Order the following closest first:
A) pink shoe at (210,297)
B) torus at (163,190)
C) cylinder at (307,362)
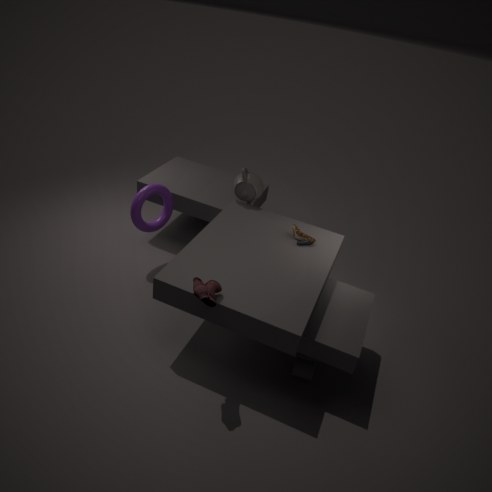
pink shoe at (210,297), cylinder at (307,362), torus at (163,190)
